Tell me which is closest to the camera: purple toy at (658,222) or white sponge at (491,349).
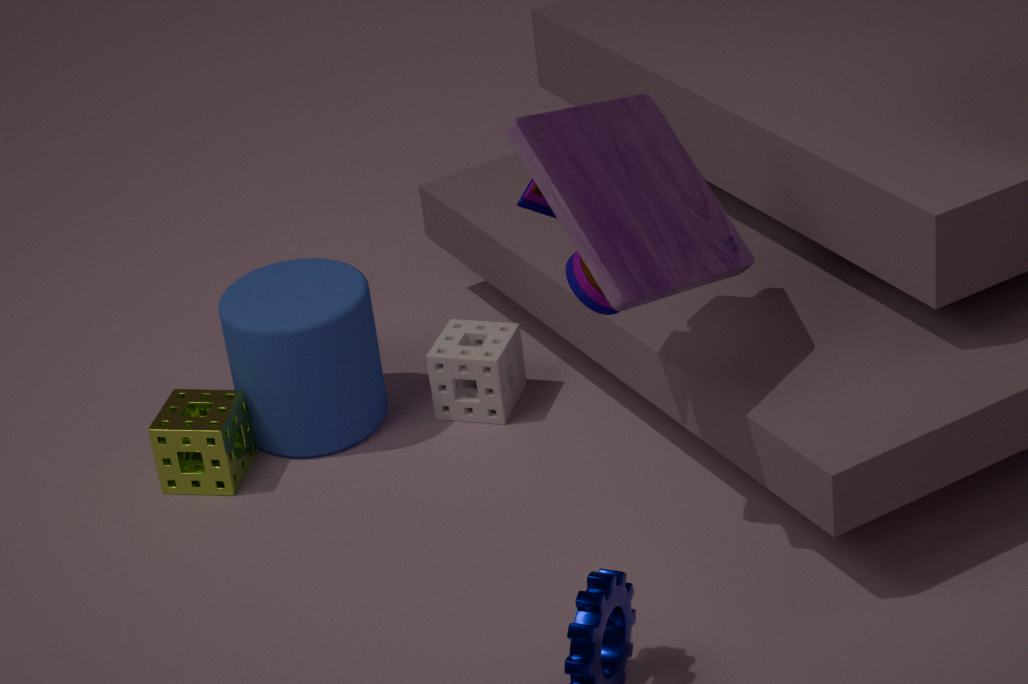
purple toy at (658,222)
